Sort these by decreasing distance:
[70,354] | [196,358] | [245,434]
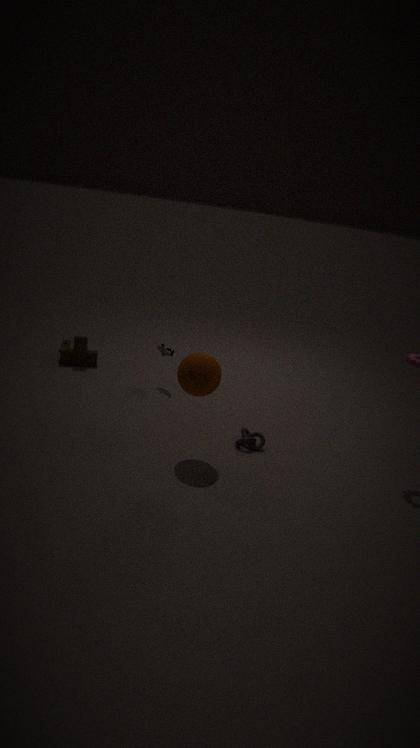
[70,354] → [245,434] → [196,358]
